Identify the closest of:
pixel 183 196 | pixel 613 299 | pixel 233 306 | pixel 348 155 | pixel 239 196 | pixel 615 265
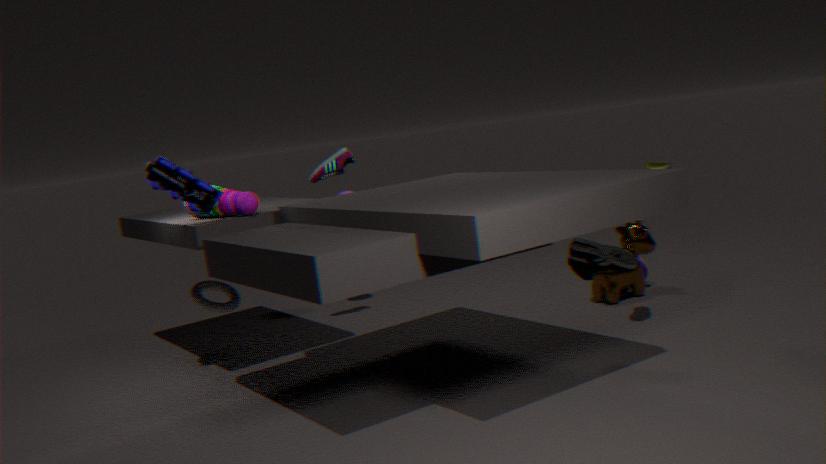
pixel 615 265
